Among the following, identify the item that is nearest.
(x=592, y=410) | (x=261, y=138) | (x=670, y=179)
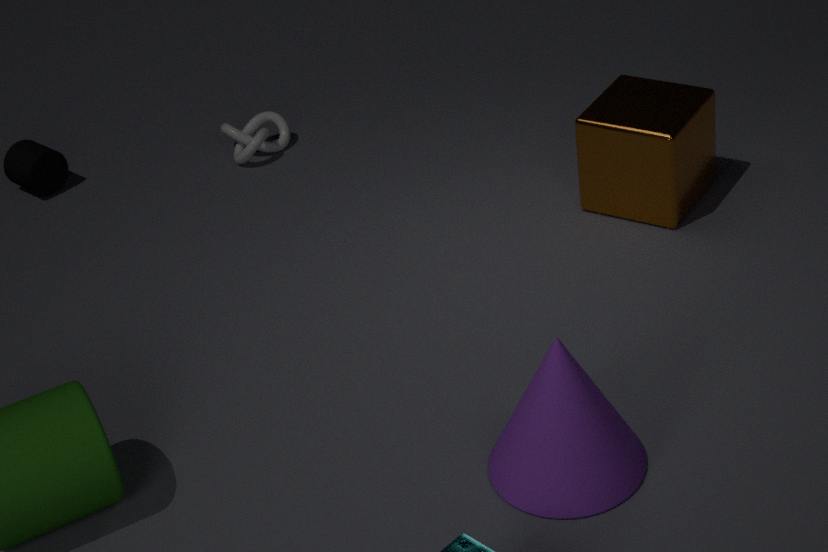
(x=592, y=410)
